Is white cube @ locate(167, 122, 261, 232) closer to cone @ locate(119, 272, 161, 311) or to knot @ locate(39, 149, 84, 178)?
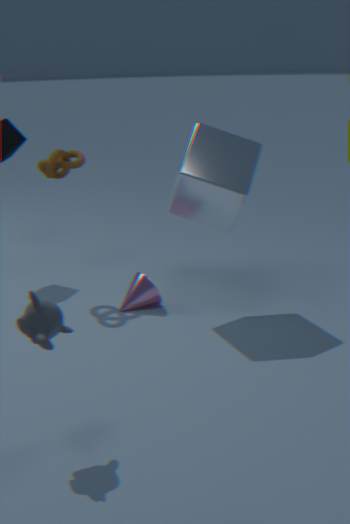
cone @ locate(119, 272, 161, 311)
